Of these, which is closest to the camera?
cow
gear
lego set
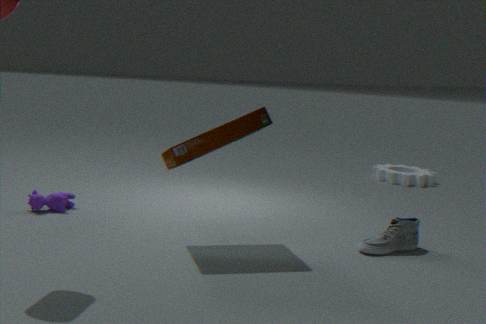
lego set
